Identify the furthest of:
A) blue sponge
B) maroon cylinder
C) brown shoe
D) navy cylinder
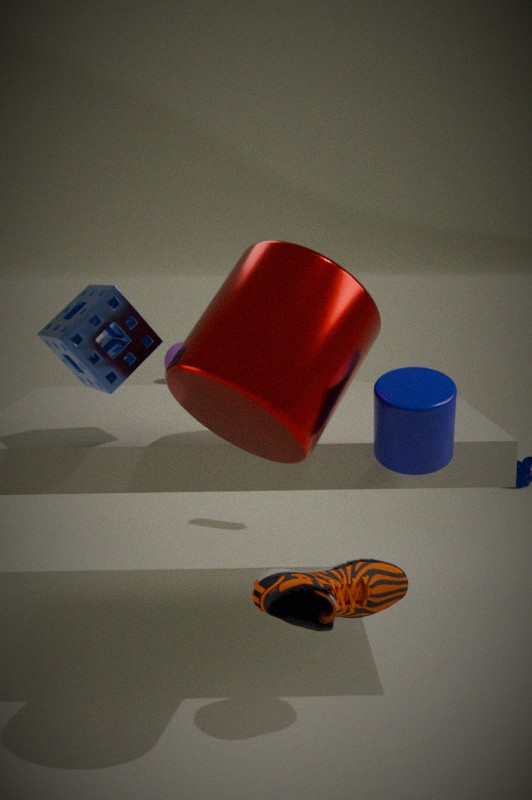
blue sponge
